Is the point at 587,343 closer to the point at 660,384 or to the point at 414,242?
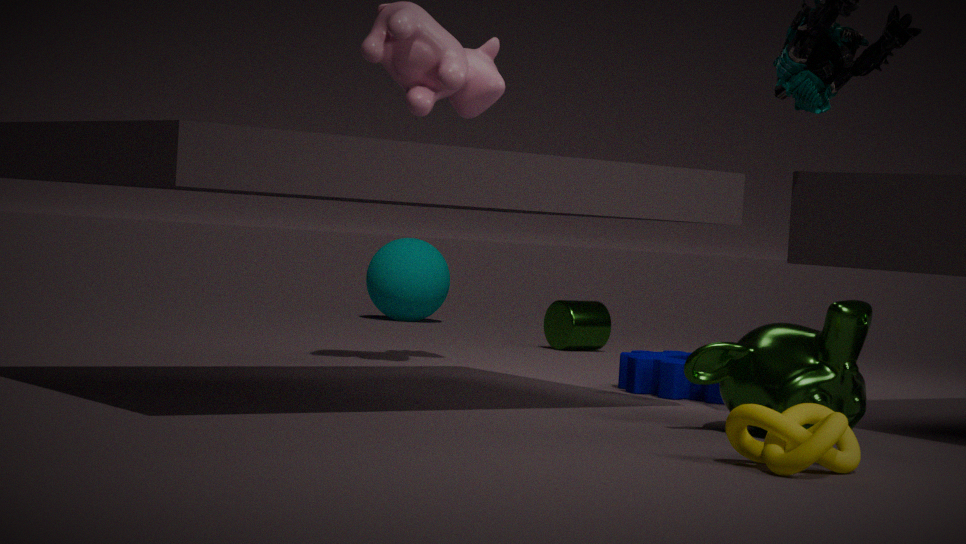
the point at 414,242
